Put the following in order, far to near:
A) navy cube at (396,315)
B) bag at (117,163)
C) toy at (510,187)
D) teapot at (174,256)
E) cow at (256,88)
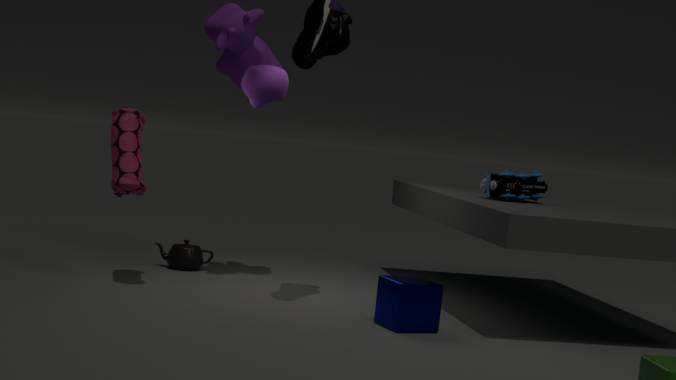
1. teapot at (174,256)
2. toy at (510,187)
3. cow at (256,88)
4. bag at (117,163)
5. navy cube at (396,315)
